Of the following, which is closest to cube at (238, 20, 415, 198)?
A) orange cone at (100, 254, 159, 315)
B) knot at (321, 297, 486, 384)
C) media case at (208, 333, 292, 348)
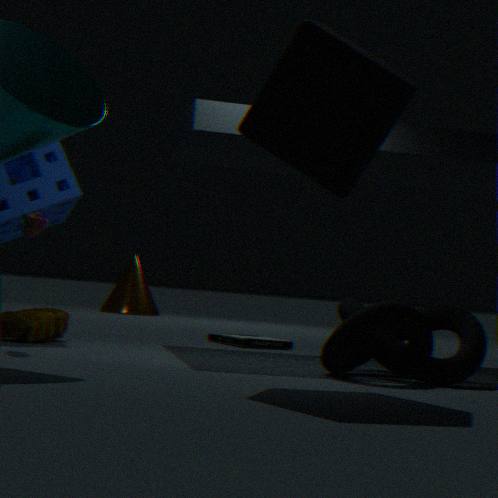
knot at (321, 297, 486, 384)
